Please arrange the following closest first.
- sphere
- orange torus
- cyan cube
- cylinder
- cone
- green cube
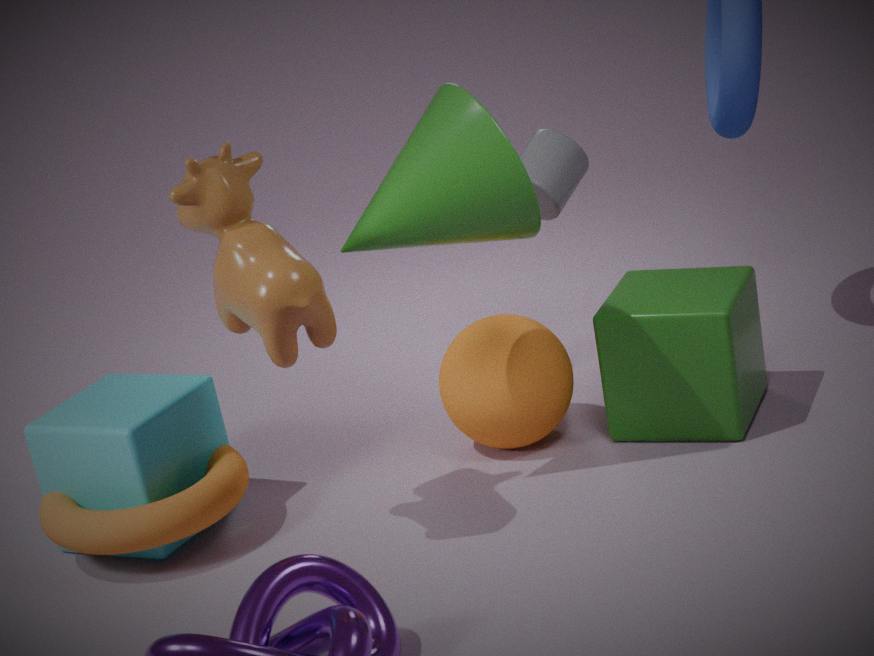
cone, orange torus, cyan cube, green cube, sphere, cylinder
